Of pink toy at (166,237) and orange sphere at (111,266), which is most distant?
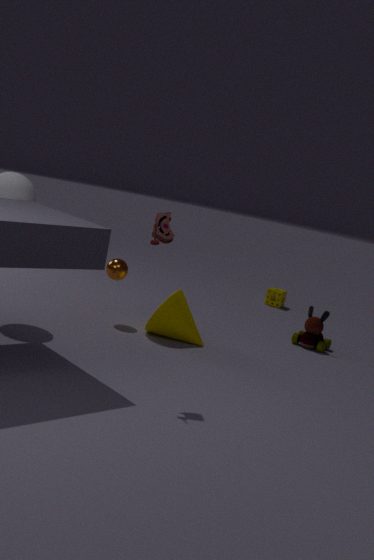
orange sphere at (111,266)
